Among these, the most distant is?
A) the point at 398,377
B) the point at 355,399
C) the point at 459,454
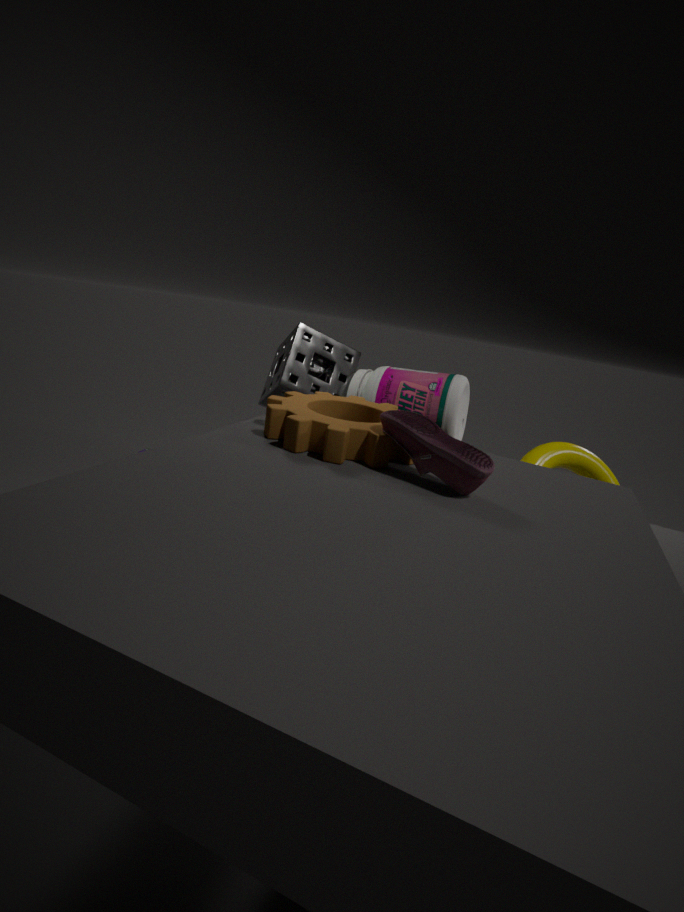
the point at 398,377
